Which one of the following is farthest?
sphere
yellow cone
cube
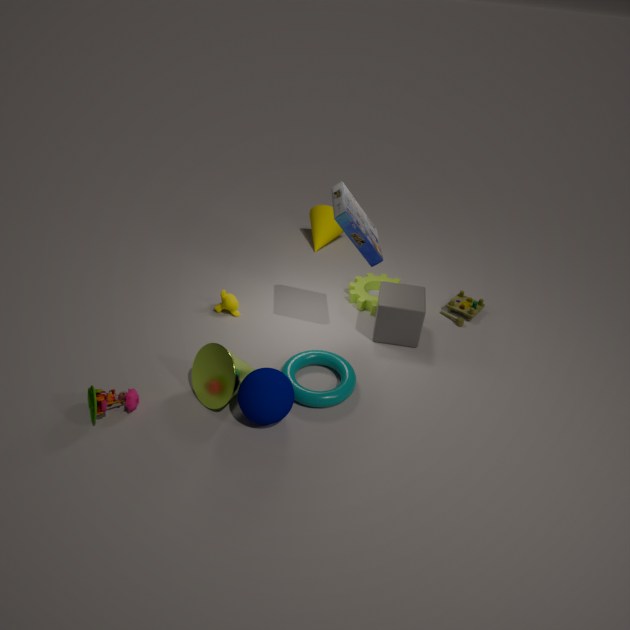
yellow cone
